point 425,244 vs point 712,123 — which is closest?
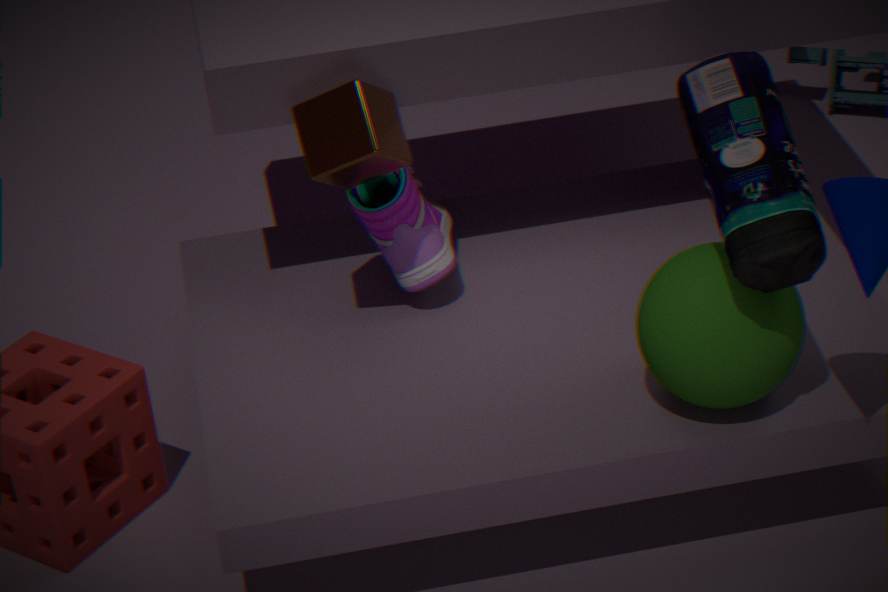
point 712,123
